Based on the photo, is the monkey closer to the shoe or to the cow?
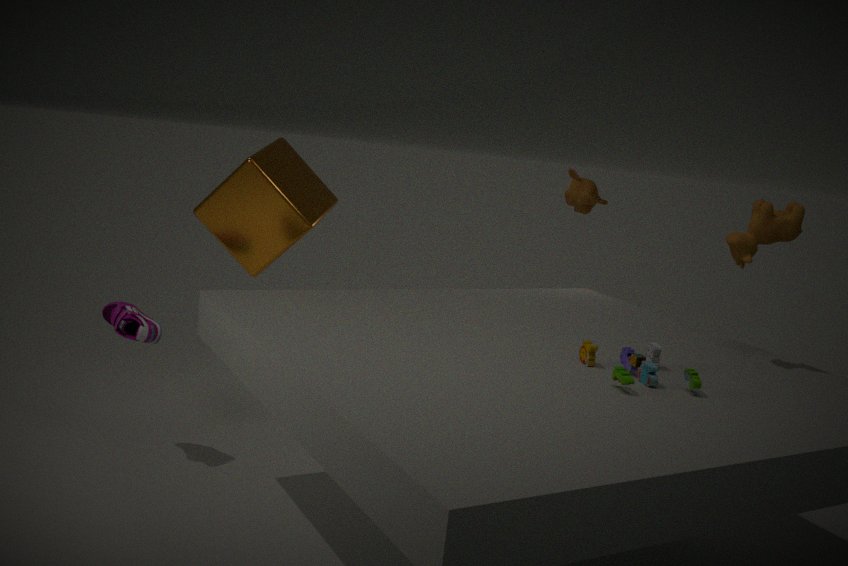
the cow
